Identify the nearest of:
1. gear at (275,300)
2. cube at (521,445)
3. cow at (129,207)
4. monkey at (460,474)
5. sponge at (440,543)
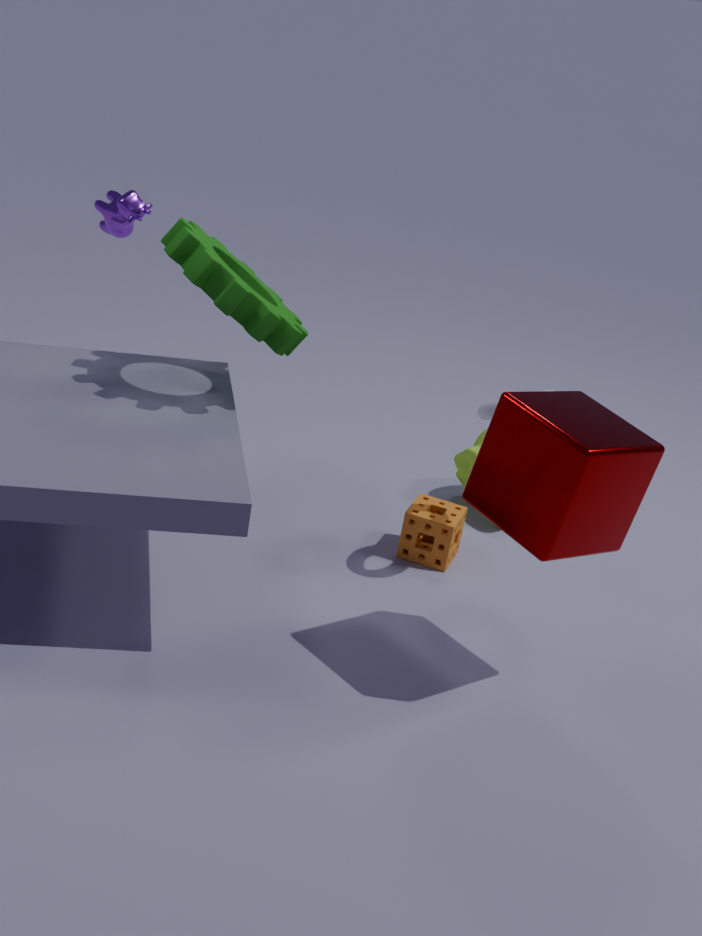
cube at (521,445)
